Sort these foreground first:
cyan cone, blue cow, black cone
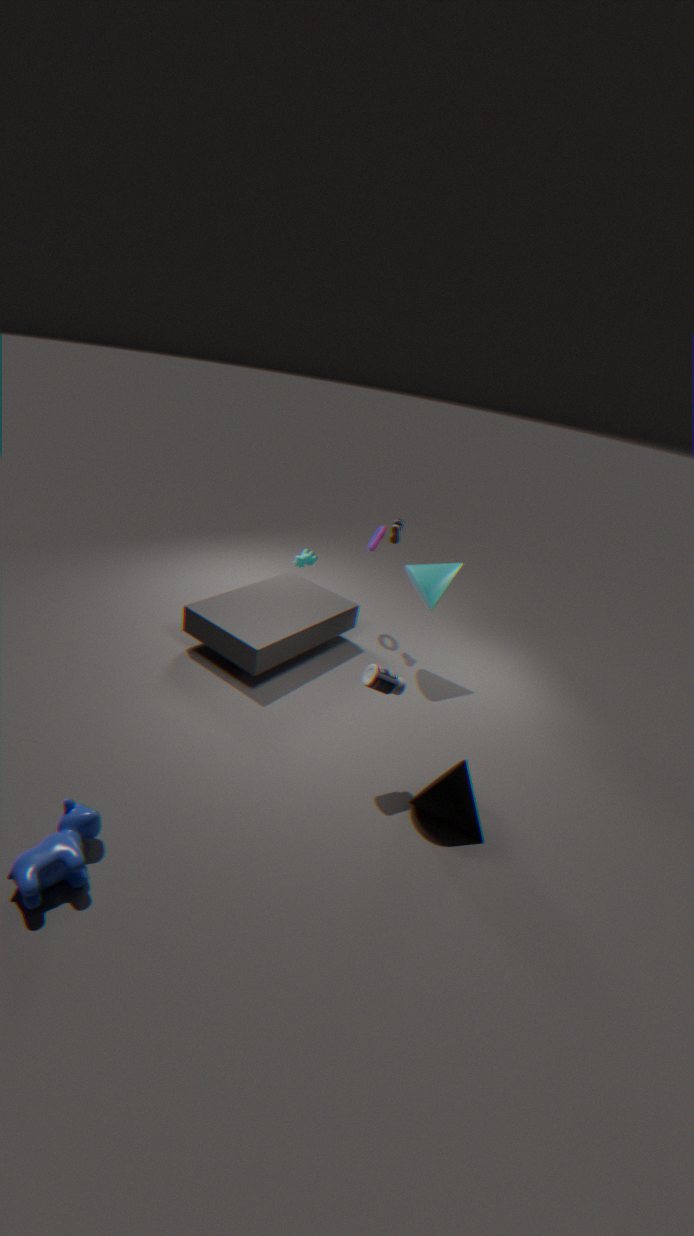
blue cow → black cone → cyan cone
